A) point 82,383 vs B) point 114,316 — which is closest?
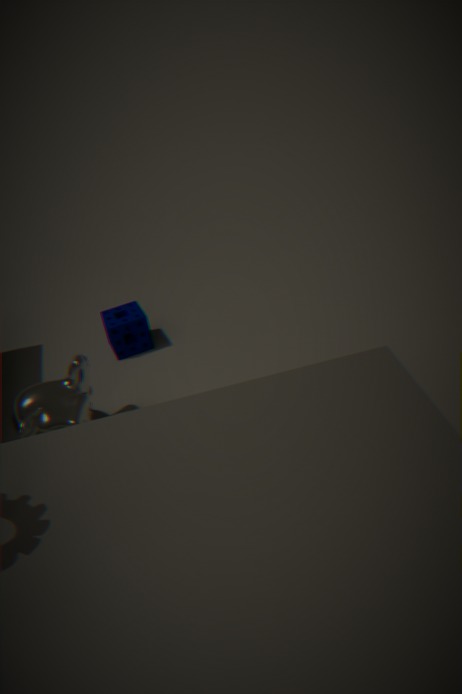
A. point 82,383
